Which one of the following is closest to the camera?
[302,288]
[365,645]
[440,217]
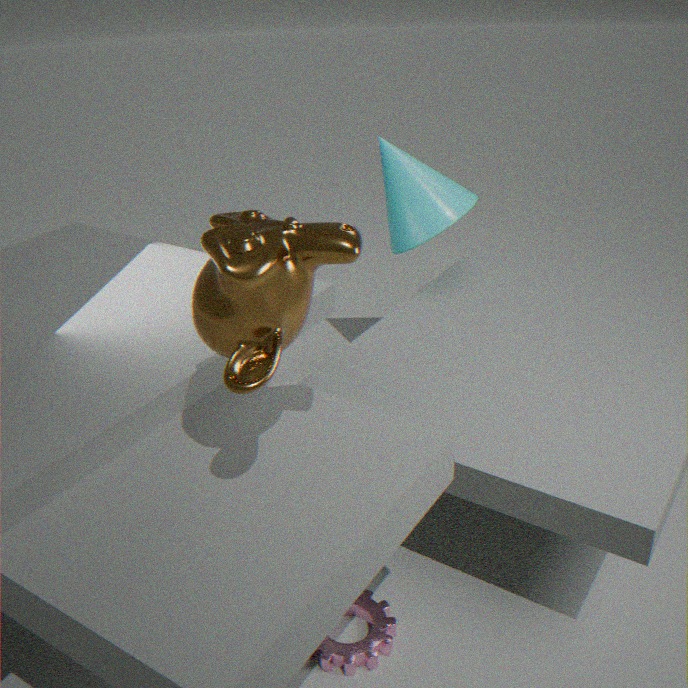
[302,288]
